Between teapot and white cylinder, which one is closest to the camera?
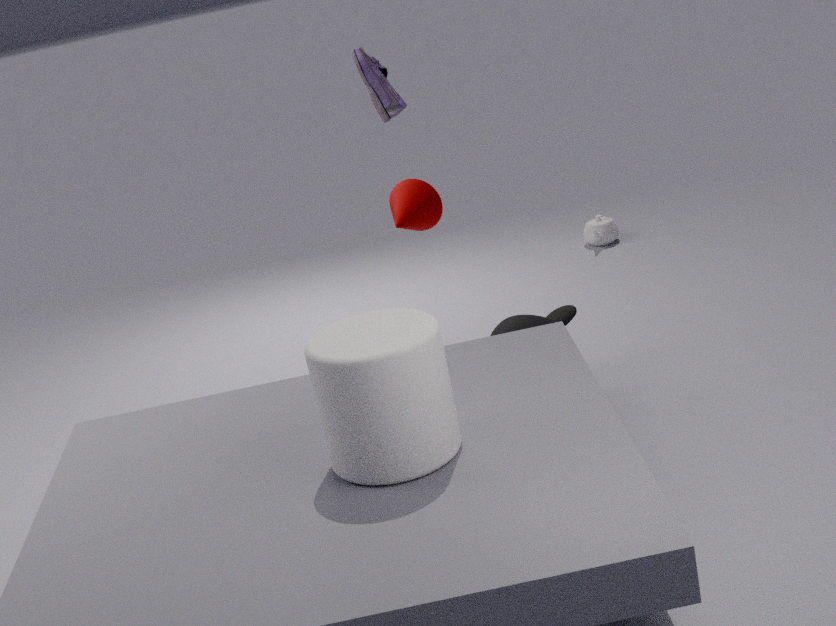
white cylinder
